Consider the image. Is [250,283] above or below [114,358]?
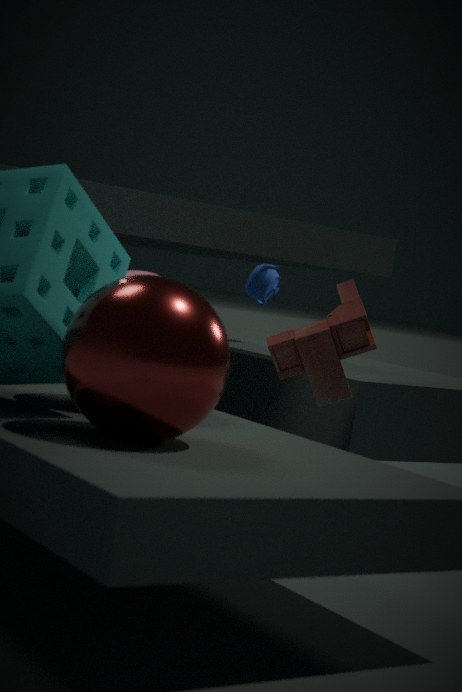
above
